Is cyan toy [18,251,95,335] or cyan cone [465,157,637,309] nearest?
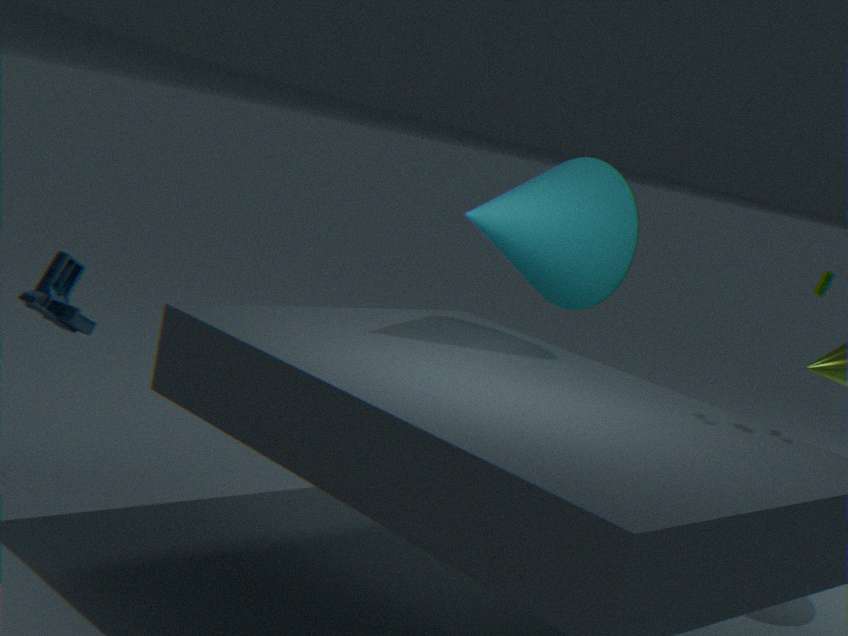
cyan cone [465,157,637,309]
